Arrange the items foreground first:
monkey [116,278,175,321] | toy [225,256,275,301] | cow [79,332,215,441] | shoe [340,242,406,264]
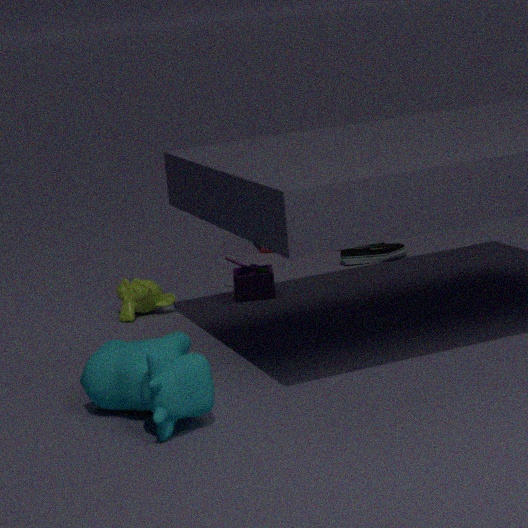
1. cow [79,332,215,441]
2. monkey [116,278,175,321]
3. toy [225,256,275,301]
4. shoe [340,242,406,264]
